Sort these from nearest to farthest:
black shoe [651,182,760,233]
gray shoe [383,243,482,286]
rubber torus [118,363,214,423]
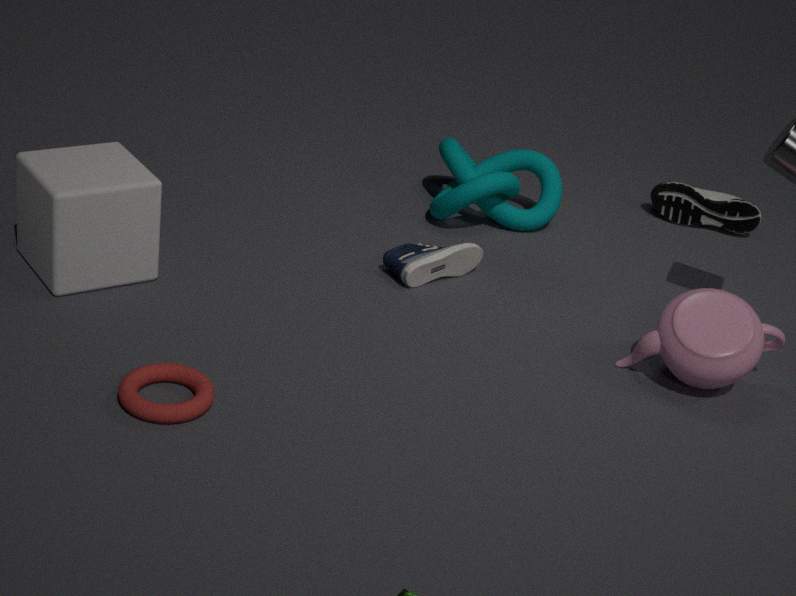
rubber torus [118,363,214,423]
gray shoe [383,243,482,286]
black shoe [651,182,760,233]
